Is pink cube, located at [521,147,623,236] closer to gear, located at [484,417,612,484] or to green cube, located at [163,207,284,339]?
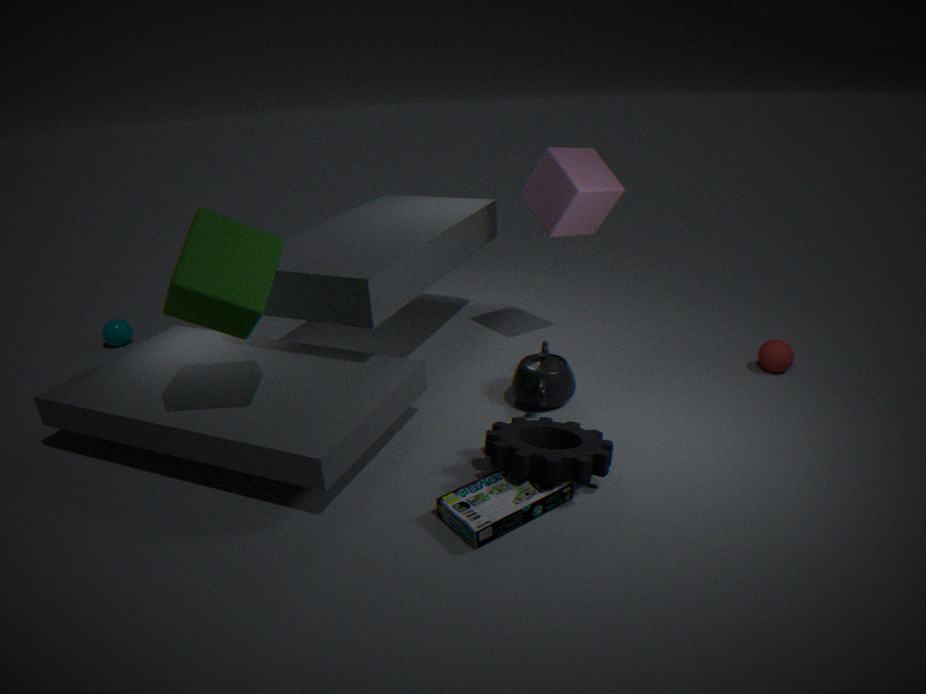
gear, located at [484,417,612,484]
